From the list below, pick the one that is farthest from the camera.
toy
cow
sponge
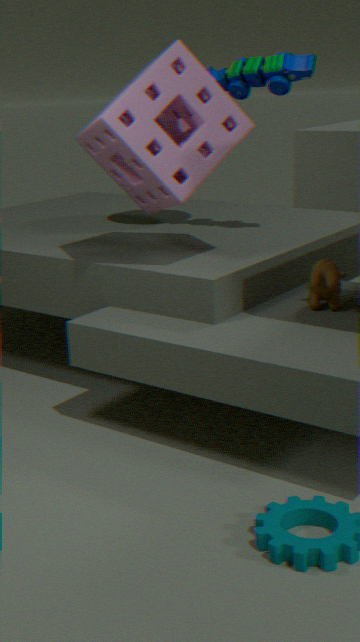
toy
